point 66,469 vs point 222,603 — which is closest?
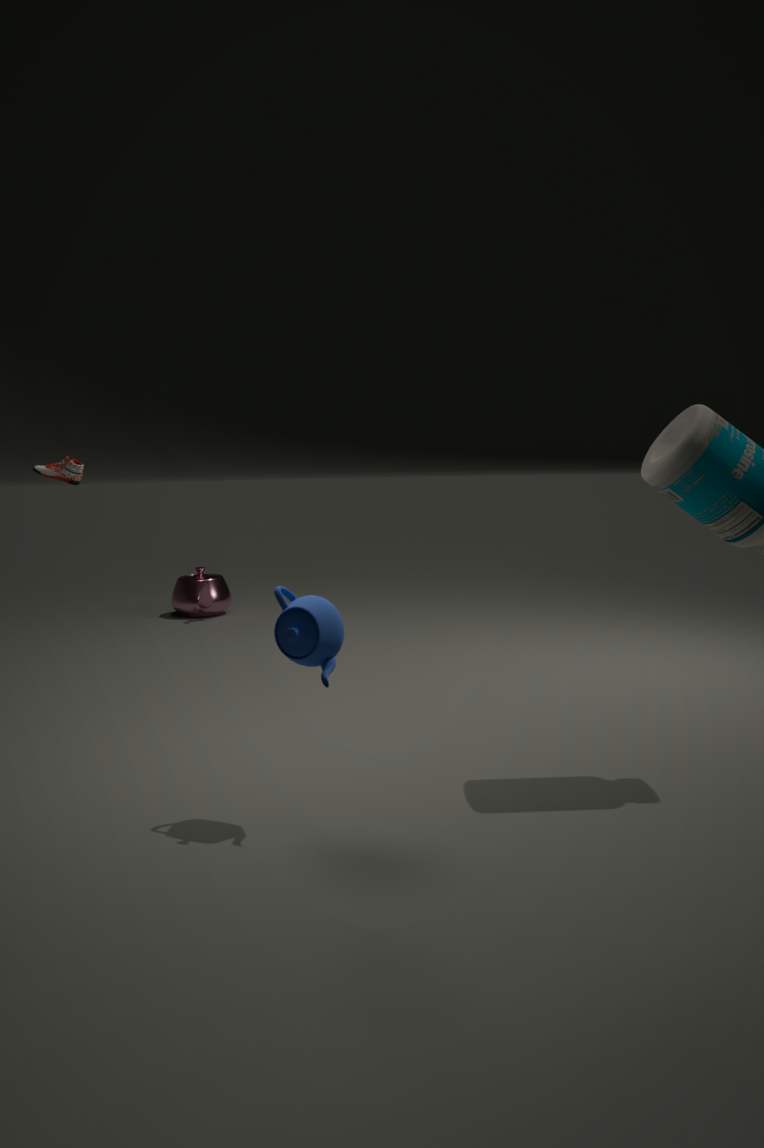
point 66,469
